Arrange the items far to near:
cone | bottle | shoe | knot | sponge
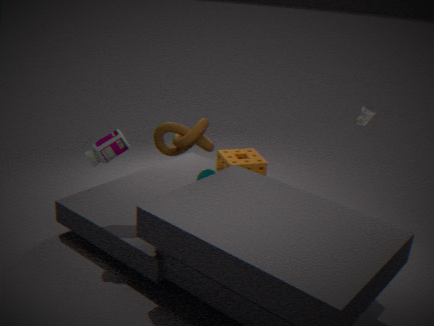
cone
sponge
shoe
knot
bottle
